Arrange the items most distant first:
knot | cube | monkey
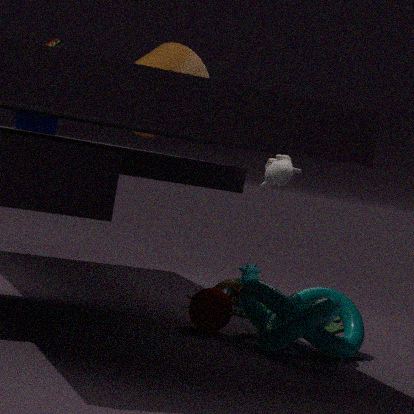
monkey
cube
knot
